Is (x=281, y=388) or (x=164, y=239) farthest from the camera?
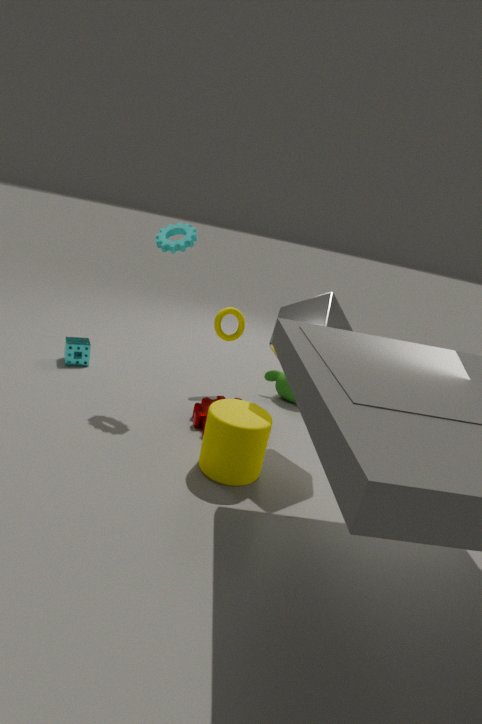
(x=281, y=388)
